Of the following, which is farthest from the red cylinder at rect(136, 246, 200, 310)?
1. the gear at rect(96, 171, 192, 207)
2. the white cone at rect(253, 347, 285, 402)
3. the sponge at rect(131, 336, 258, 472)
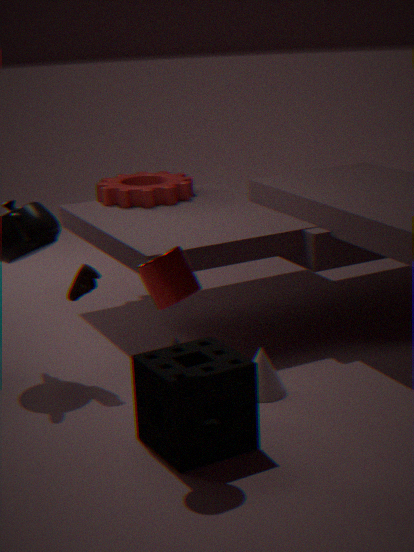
the gear at rect(96, 171, 192, 207)
